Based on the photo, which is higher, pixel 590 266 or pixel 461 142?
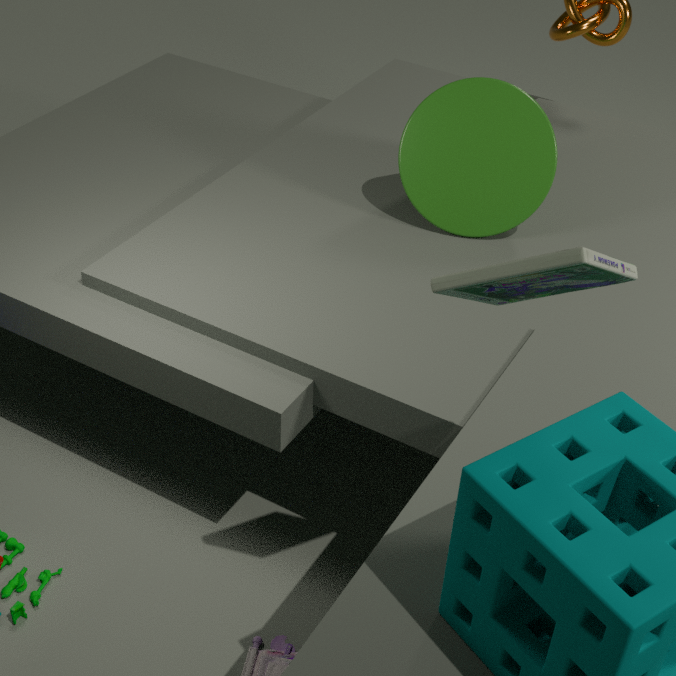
pixel 590 266
